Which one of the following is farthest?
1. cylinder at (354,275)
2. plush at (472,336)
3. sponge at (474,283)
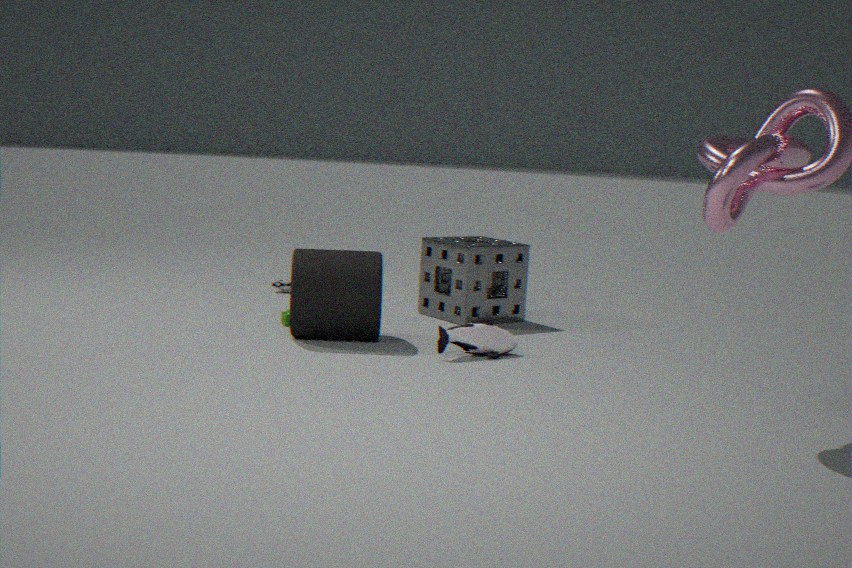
sponge at (474,283)
